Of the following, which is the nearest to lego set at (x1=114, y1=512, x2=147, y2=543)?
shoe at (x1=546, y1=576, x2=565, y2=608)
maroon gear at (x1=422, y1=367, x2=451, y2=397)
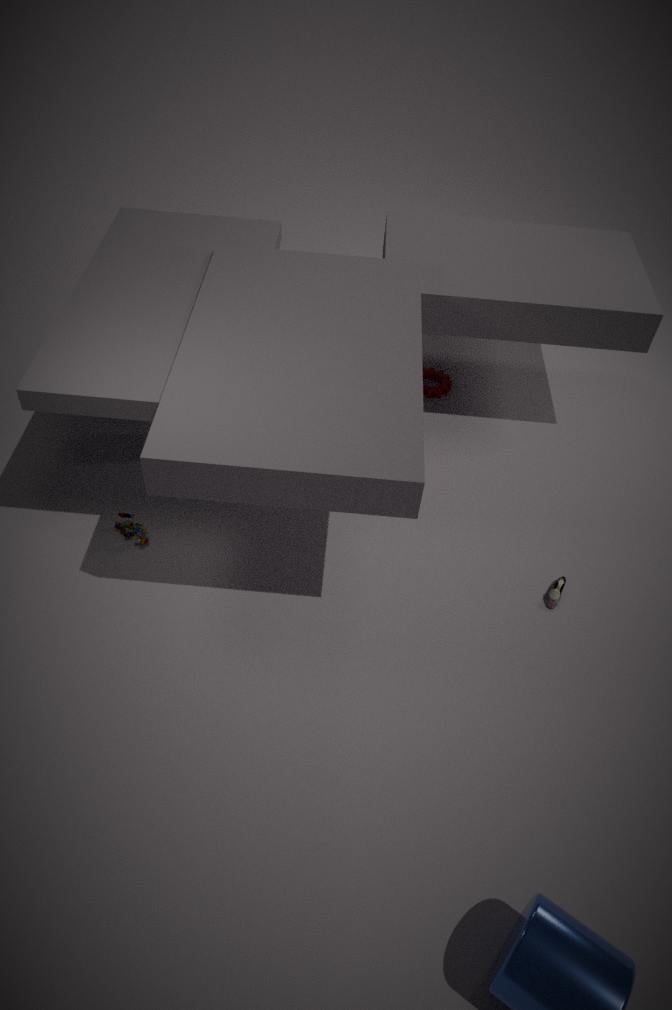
maroon gear at (x1=422, y1=367, x2=451, y2=397)
